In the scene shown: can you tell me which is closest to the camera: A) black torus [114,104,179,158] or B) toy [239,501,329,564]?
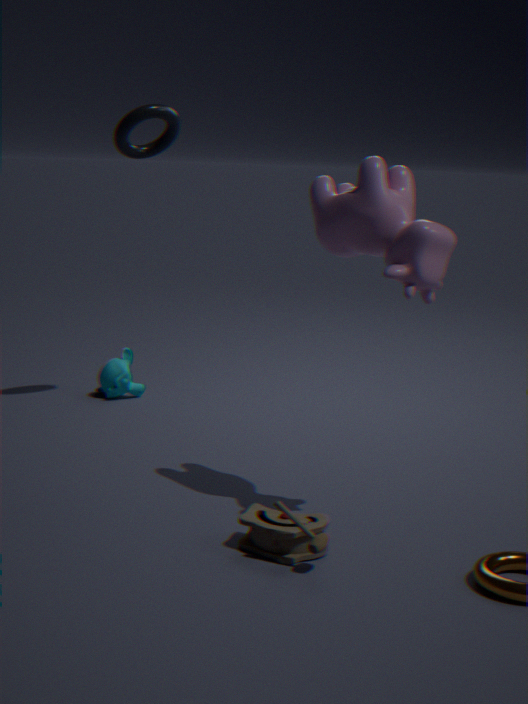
B. toy [239,501,329,564]
